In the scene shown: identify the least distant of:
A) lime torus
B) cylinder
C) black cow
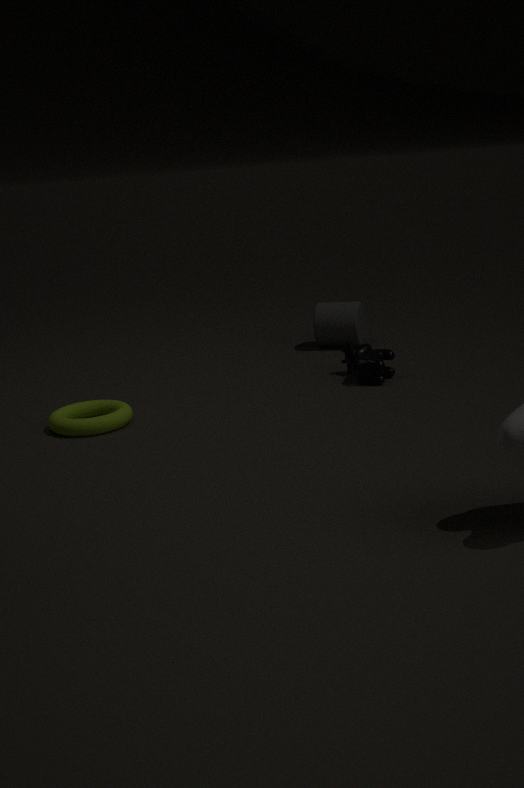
lime torus
